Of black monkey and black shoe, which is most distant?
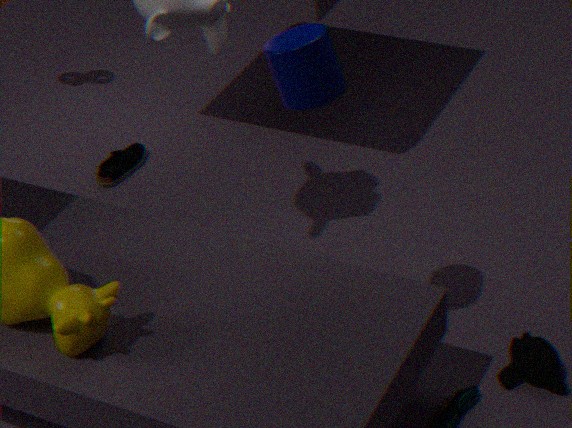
black shoe
